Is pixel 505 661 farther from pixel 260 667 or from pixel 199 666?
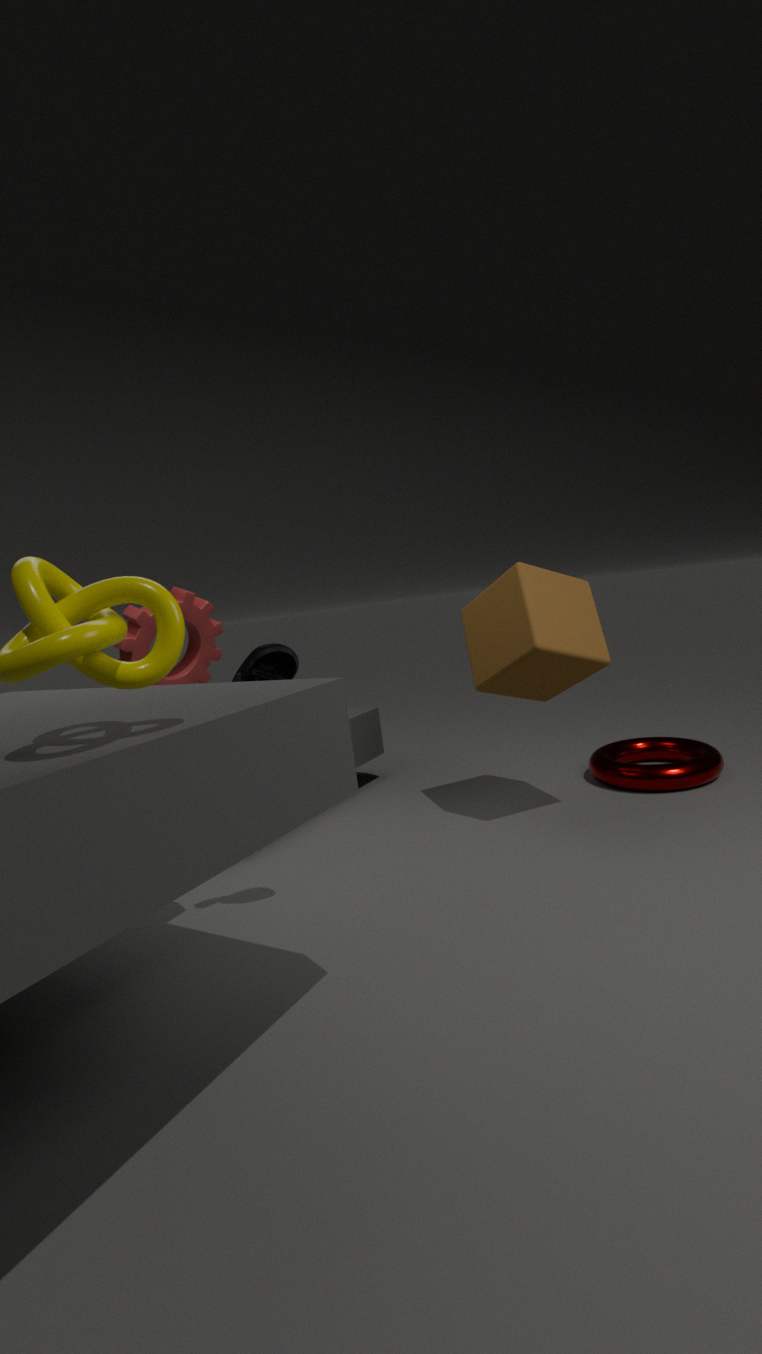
pixel 199 666
